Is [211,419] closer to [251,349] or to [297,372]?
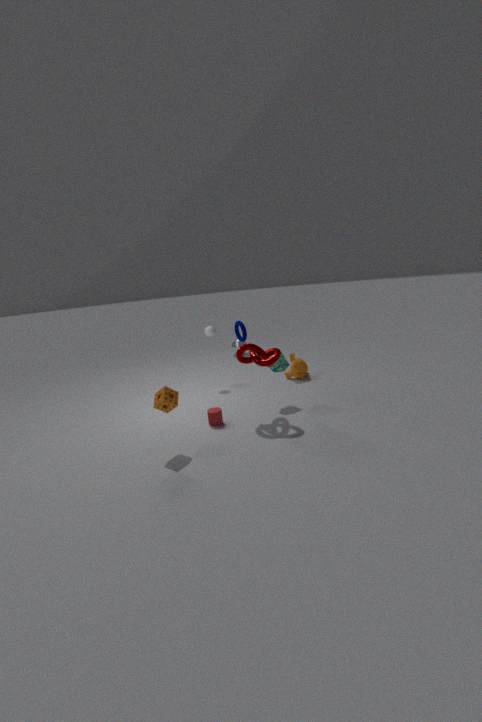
[251,349]
